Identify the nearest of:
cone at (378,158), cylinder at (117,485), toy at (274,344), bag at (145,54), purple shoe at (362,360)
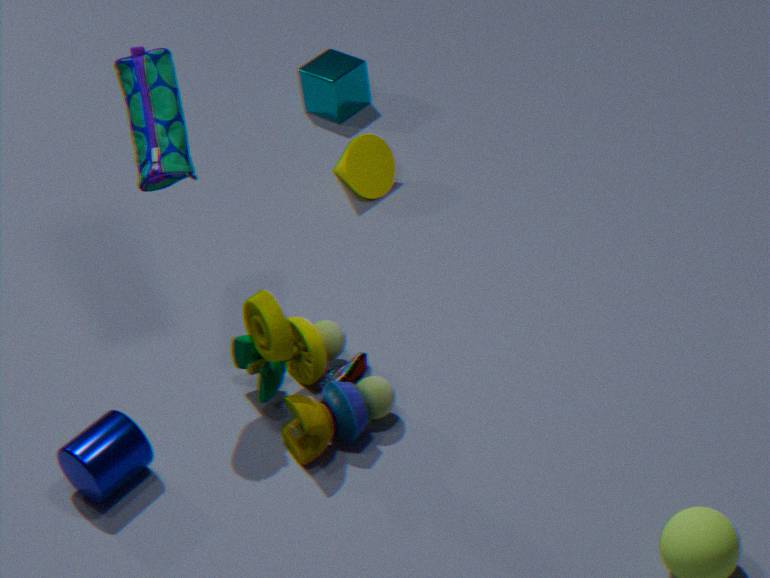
bag at (145,54)
